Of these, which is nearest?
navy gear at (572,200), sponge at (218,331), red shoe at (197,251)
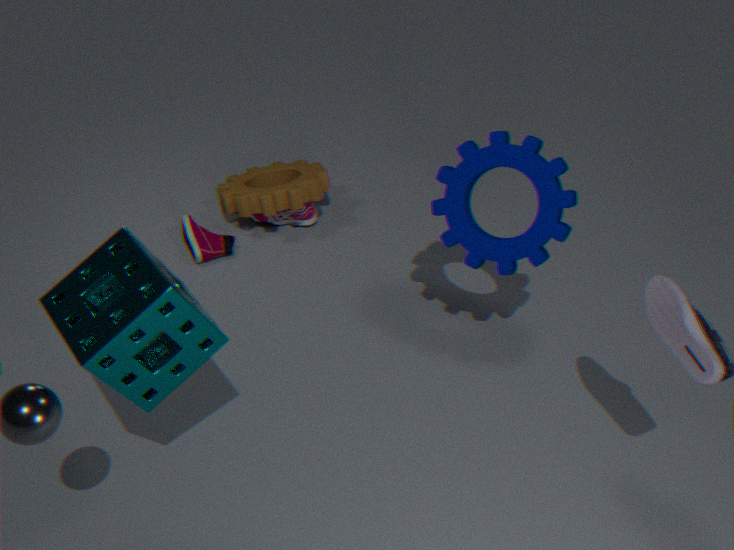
sponge at (218,331)
